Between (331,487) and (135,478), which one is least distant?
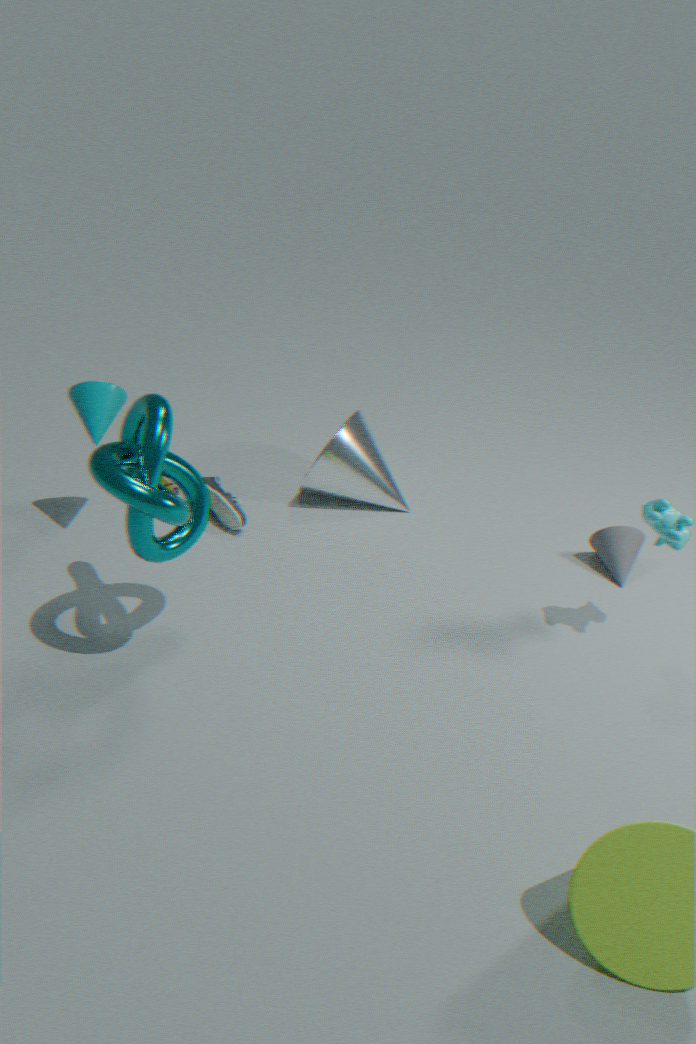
(135,478)
